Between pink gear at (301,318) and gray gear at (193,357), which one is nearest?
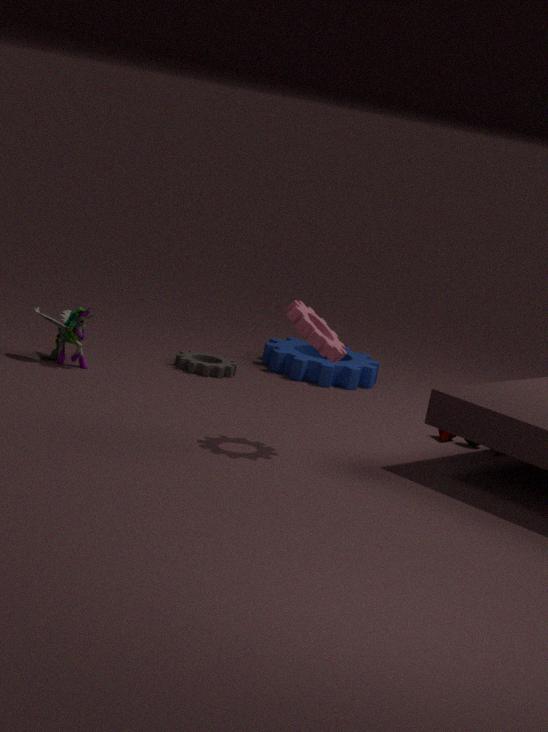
pink gear at (301,318)
